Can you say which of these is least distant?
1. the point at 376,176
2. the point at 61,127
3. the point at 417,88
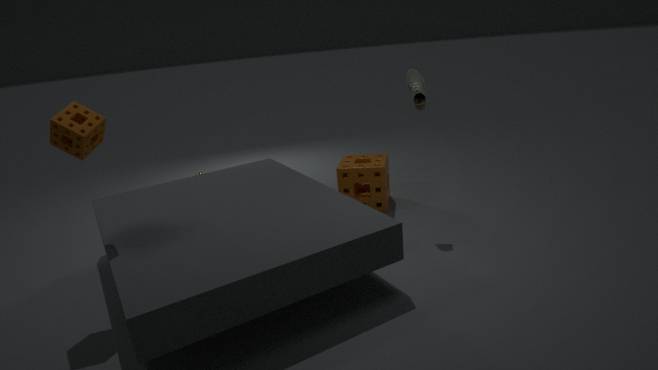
the point at 61,127
